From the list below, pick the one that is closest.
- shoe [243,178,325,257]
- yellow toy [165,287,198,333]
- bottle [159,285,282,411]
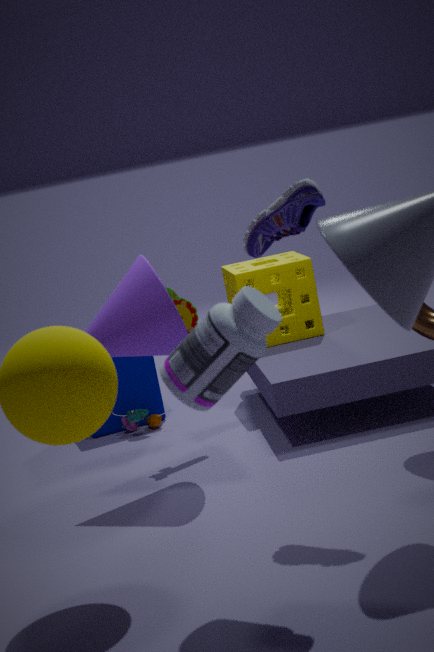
bottle [159,285,282,411]
